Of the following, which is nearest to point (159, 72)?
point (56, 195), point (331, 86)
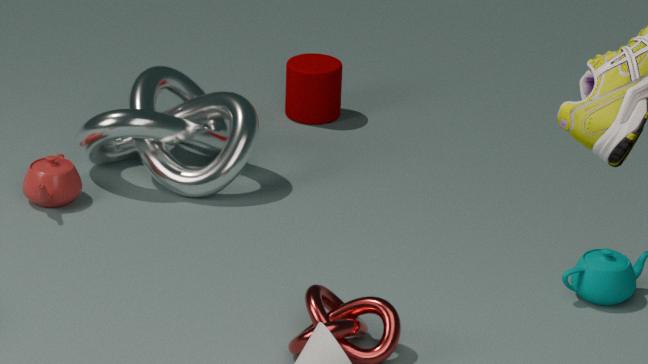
point (56, 195)
